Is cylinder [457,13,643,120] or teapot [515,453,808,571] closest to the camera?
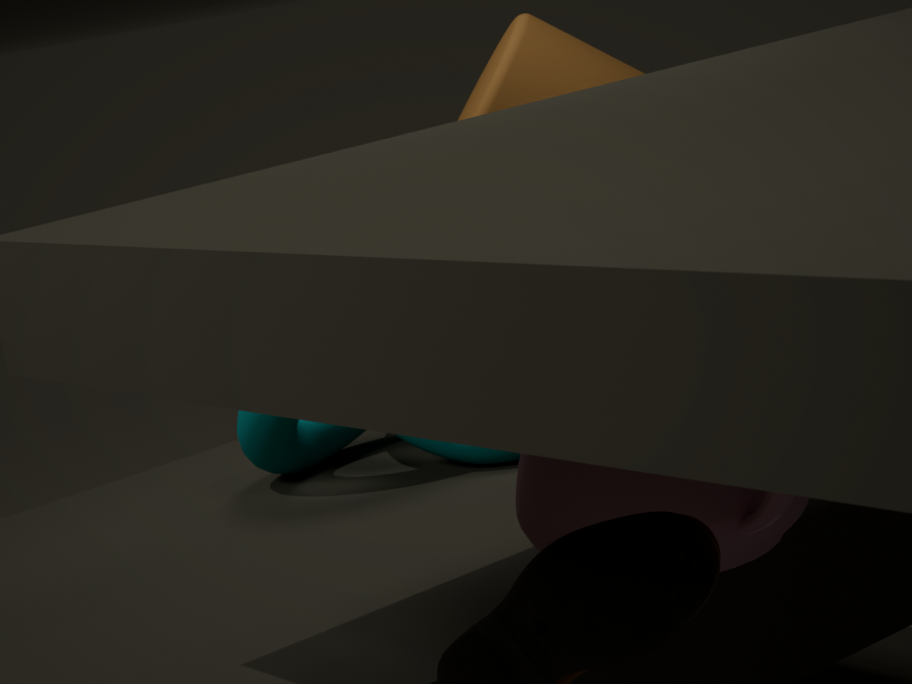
teapot [515,453,808,571]
